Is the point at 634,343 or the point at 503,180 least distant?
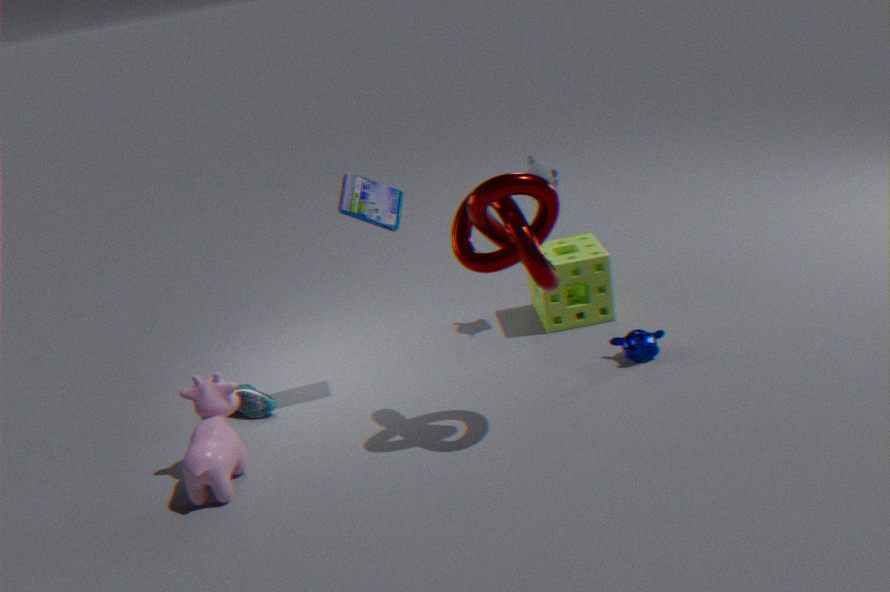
the point at 503,180
